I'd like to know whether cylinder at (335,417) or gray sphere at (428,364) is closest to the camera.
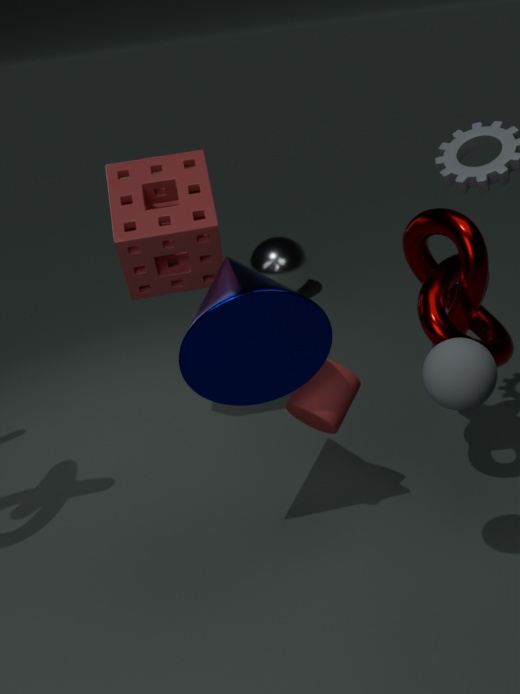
gray sphere at (428,364)
